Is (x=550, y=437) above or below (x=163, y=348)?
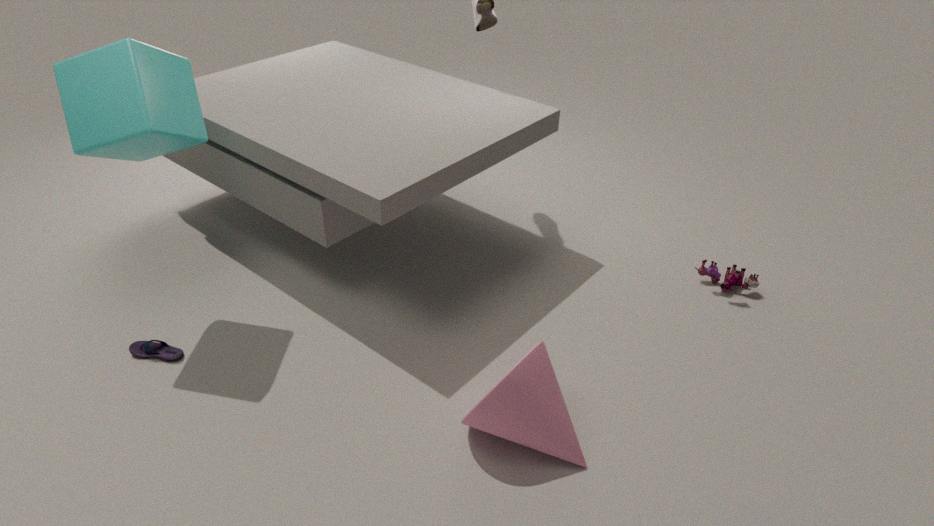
above
